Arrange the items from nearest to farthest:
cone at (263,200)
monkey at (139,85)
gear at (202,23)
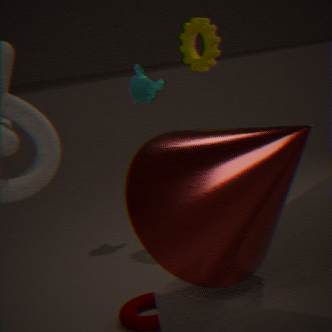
1. cone at (263,200)
2. gear at (202,23)
3. monkey at (139,85)
